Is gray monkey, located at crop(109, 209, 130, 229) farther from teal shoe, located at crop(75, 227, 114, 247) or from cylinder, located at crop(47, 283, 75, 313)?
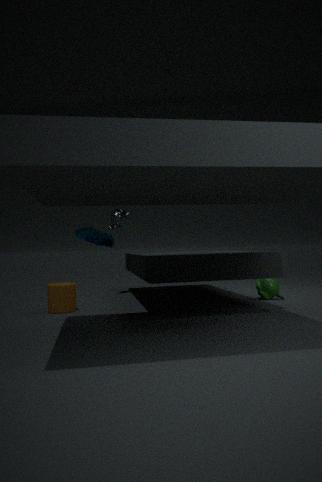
teal shoe, located at crop(75, 227, 114, 247)
